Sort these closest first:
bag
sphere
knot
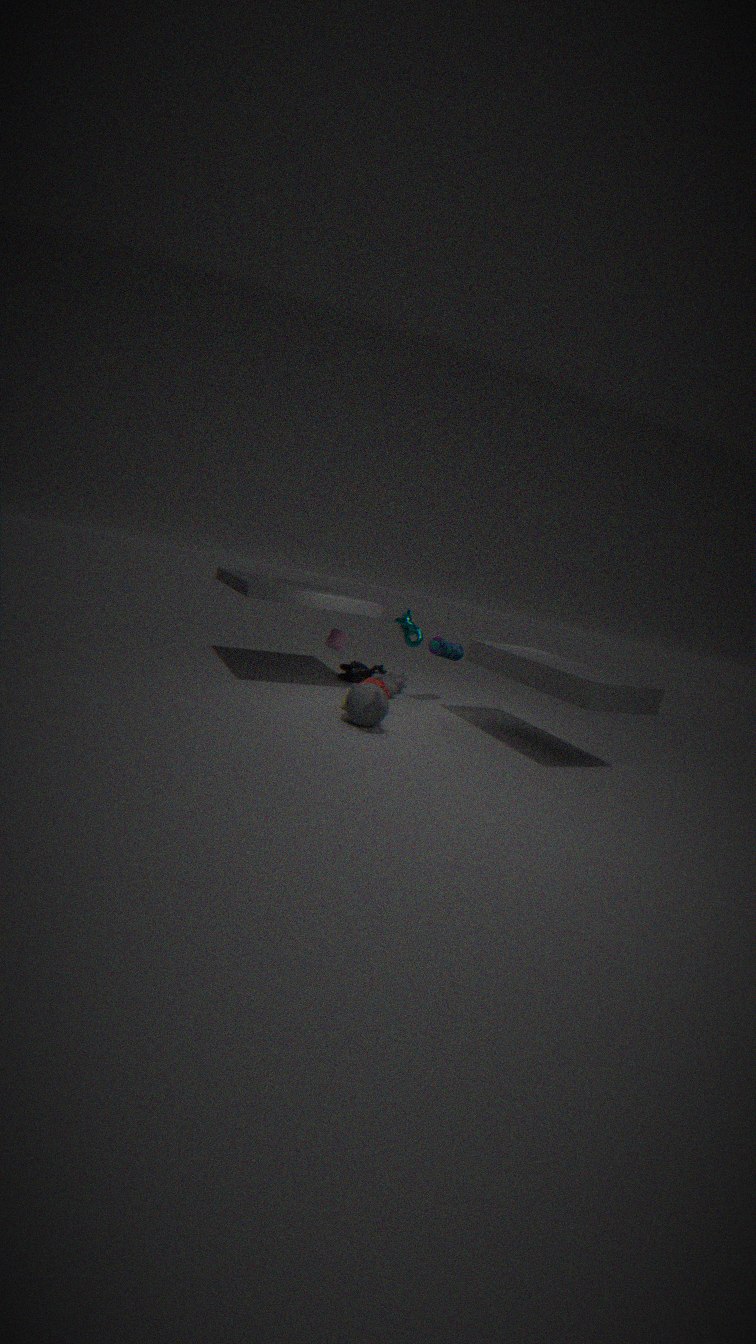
1. knot
2. sphere
3. bag
